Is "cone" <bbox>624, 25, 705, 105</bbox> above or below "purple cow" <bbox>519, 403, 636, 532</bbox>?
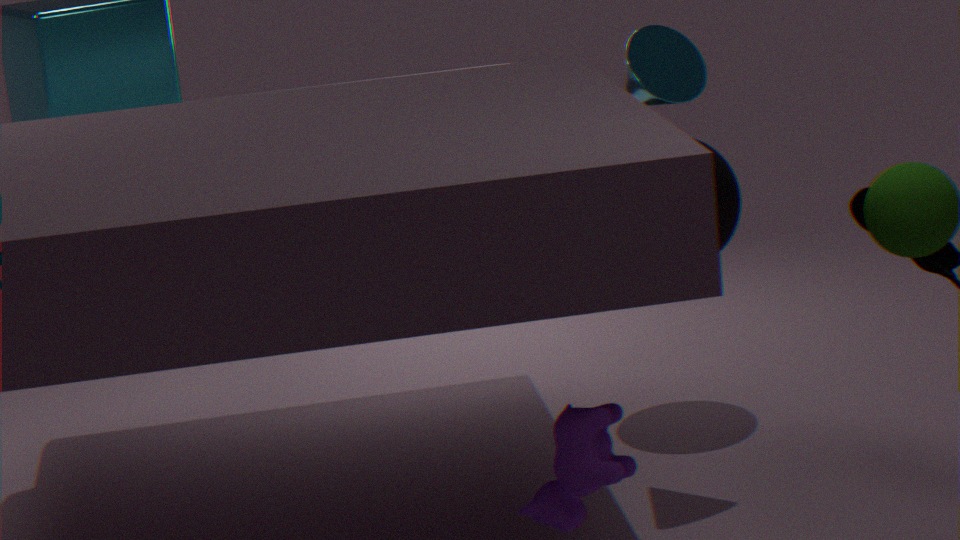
above
